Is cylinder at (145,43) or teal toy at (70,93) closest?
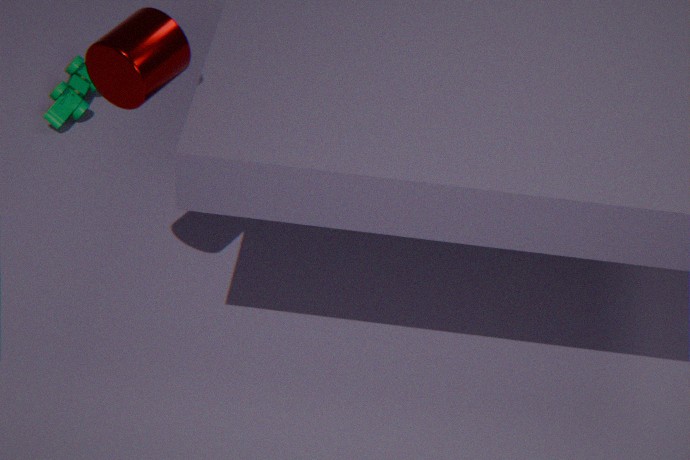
cylinder at (145,43)
